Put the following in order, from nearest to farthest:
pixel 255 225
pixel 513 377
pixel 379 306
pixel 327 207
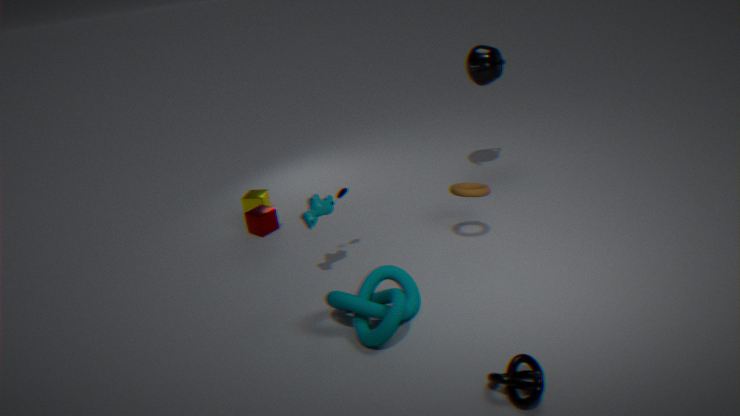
1. pixel 513 377
2. pixel 379 306
3. pixel 327 207
4. pixel 255 225
